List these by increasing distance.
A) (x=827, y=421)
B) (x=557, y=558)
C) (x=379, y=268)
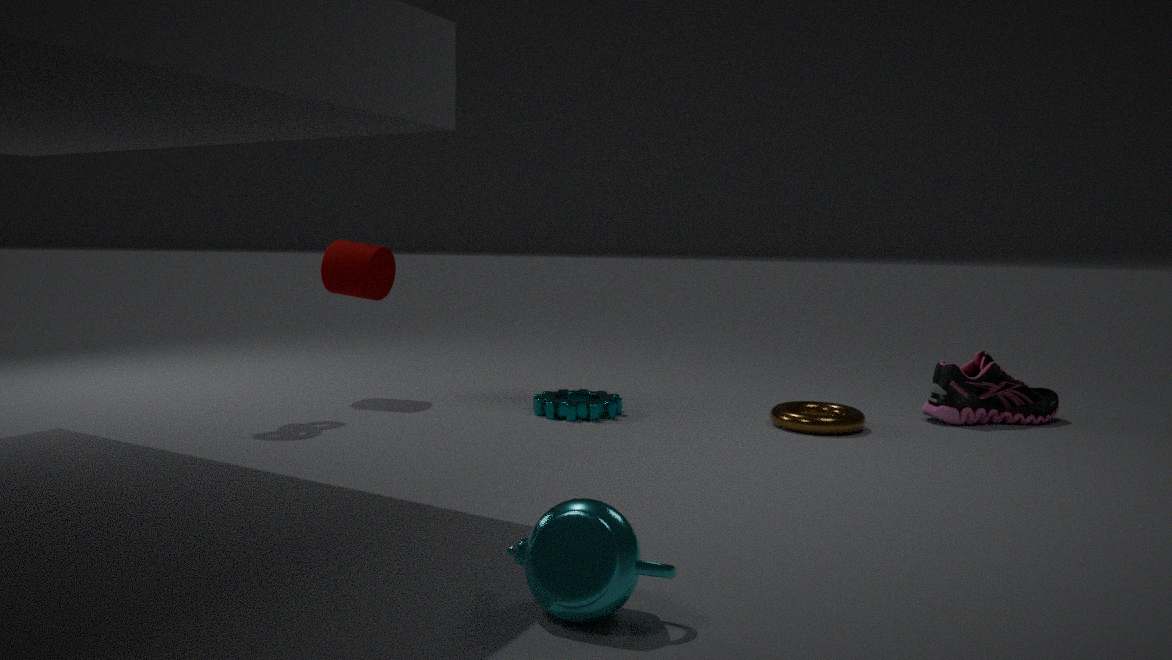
(x=557, y=558), (x=827, y=421), (x=379, y=268)
